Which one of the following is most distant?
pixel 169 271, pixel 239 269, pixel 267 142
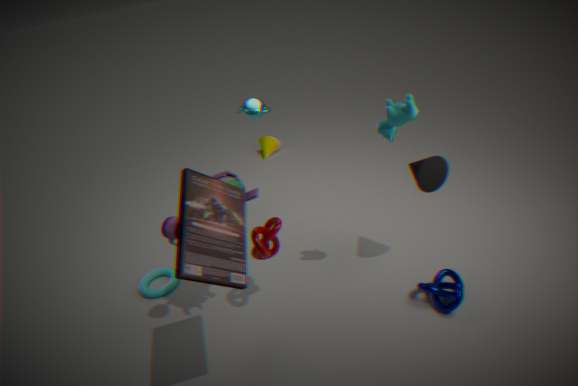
pixel 267 142
